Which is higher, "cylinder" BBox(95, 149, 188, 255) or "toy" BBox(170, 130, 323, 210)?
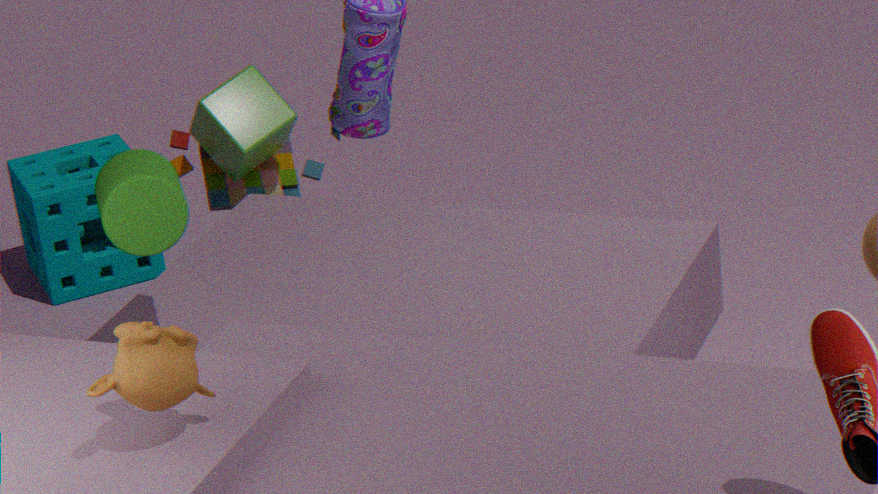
"cylinder" BBox(95, 149, 188, 255)
